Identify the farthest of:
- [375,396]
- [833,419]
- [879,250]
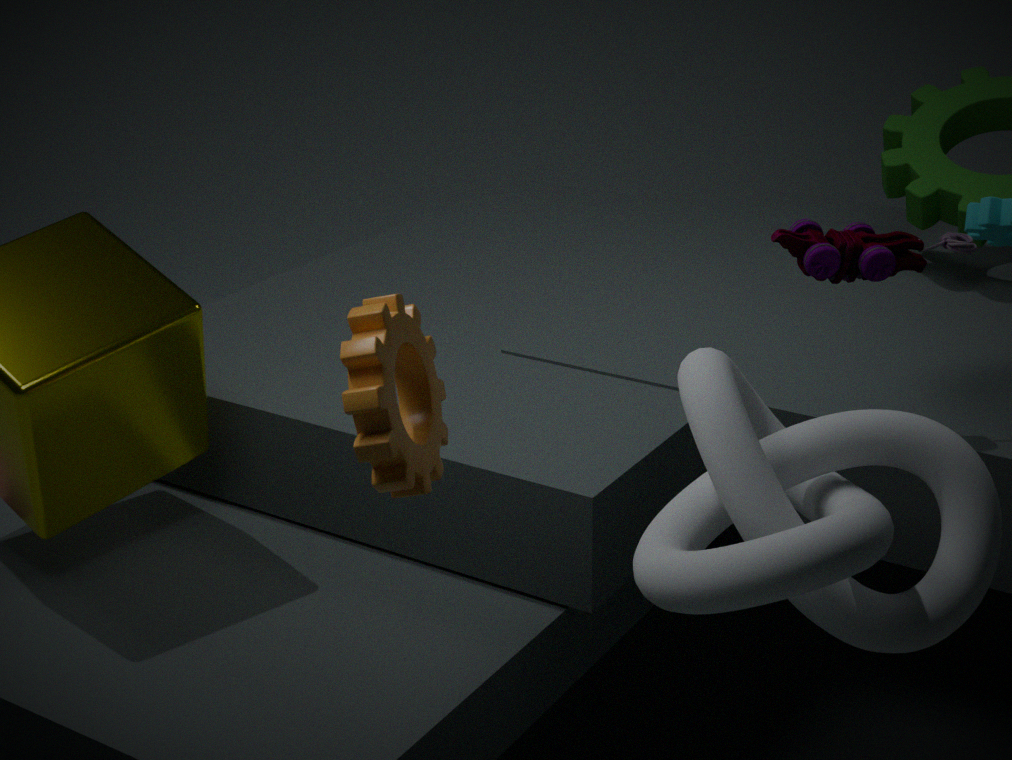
[879,250]
